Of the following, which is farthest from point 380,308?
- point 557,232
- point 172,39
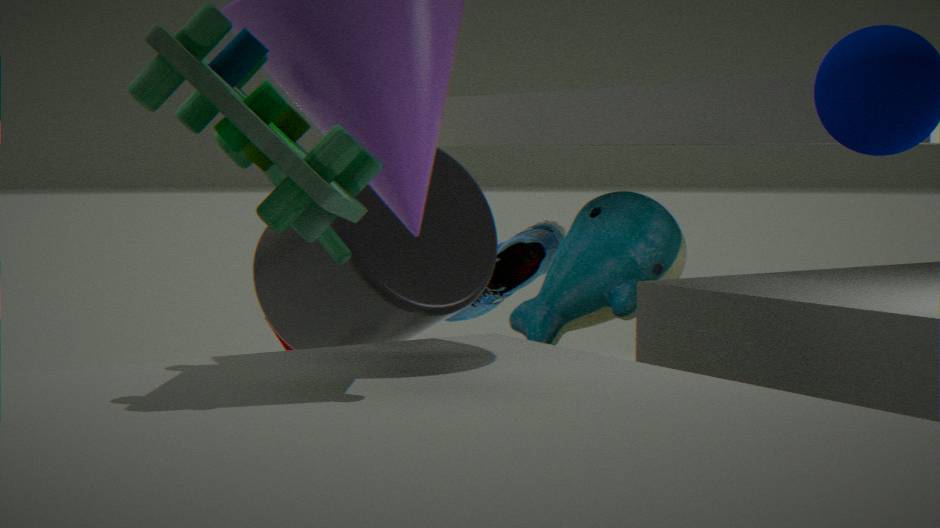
point 557,232
